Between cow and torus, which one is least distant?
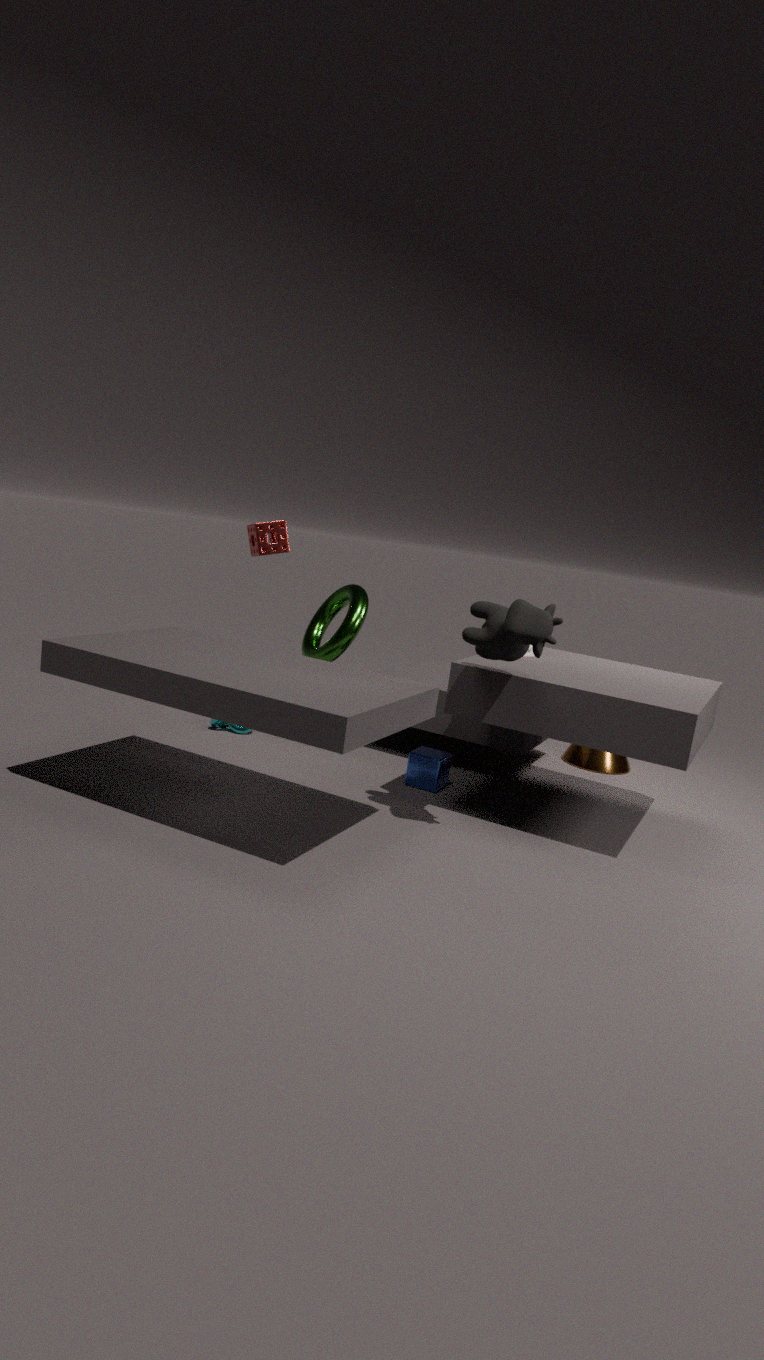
cow
